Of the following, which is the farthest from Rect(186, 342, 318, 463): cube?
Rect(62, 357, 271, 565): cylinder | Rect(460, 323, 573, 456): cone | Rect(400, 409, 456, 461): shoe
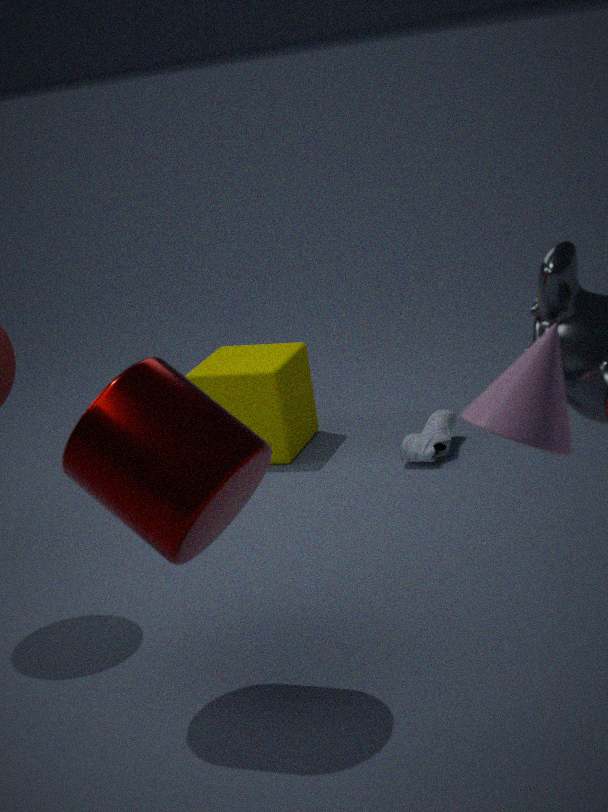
Rect(460, 323, 573, 456): cone
